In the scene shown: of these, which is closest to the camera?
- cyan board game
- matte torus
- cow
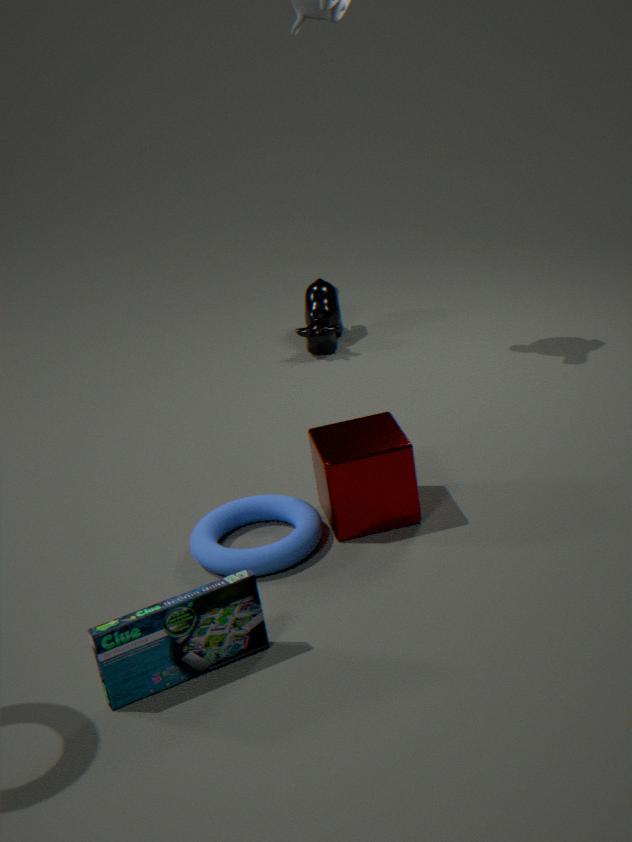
cyan board game
